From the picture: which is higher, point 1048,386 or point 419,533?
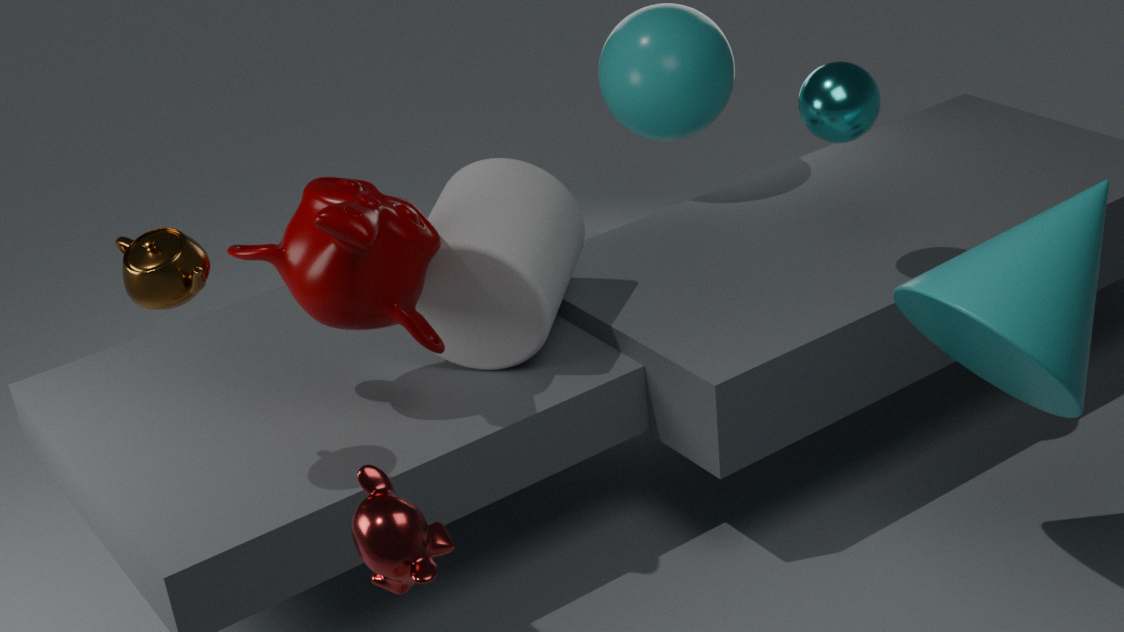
point 1048,386
